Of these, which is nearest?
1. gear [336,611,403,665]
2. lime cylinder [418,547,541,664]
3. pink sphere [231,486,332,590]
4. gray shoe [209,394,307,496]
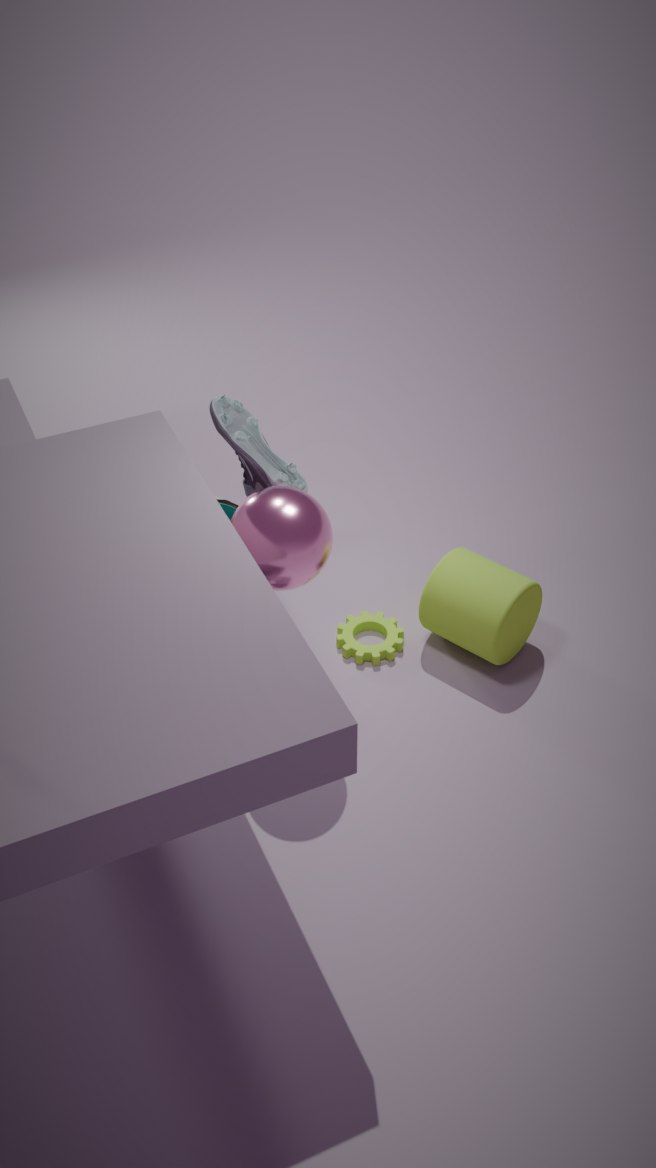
pink sphere [231,486,332,590]
